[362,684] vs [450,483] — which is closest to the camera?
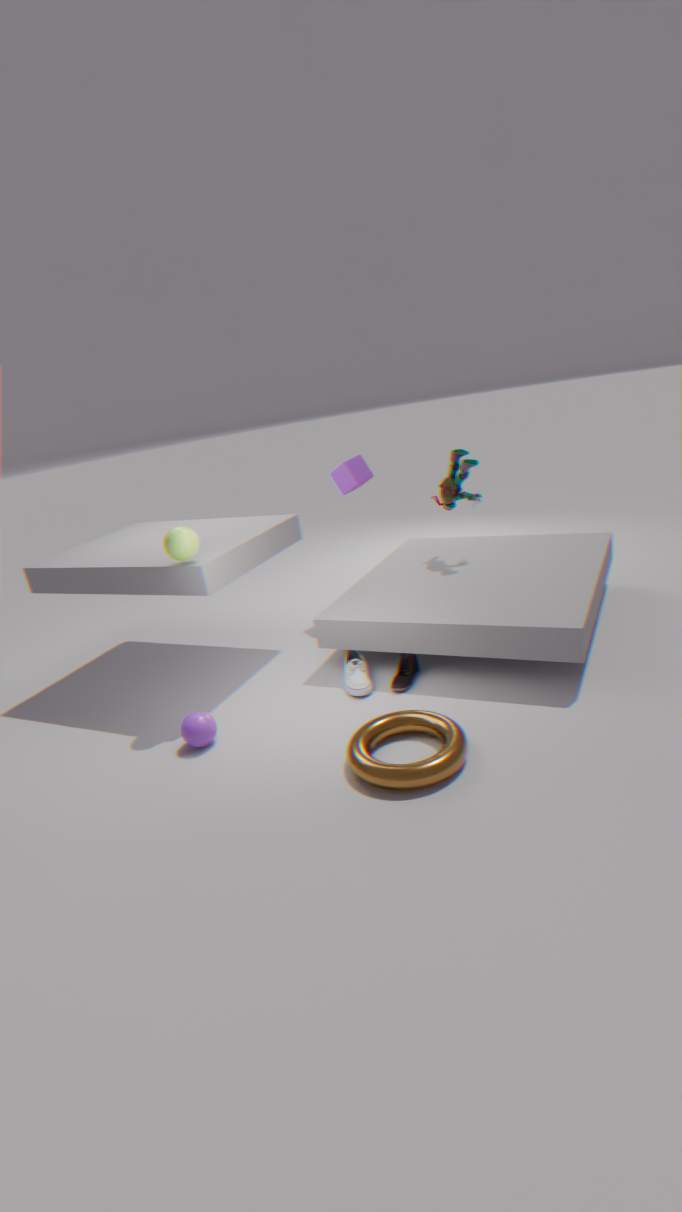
[362,684]
